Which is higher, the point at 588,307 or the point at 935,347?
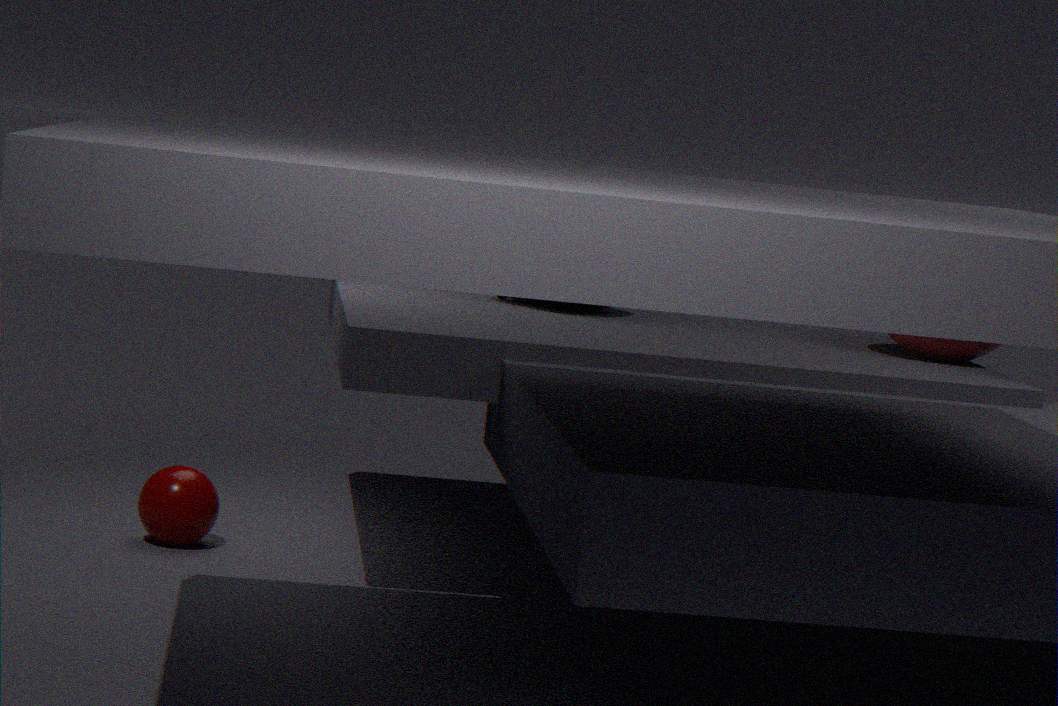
the point at 935,347
